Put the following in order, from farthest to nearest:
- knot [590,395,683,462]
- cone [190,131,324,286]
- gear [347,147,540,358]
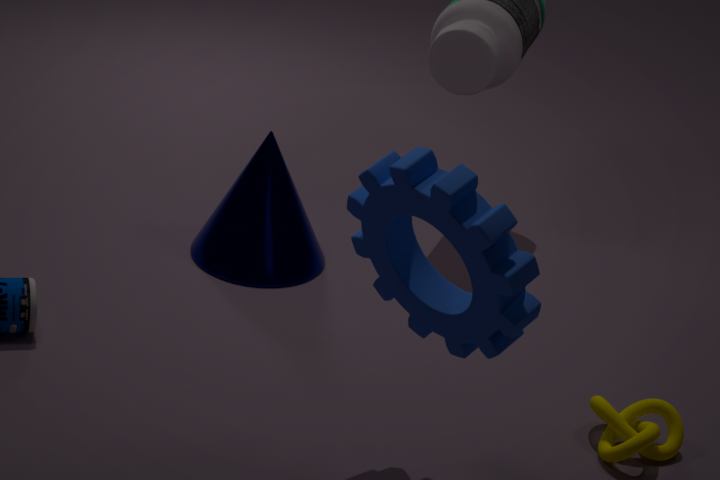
cone [190,131,324,286]
knot [590,395,683,462]
gear [347,147,540,358]
